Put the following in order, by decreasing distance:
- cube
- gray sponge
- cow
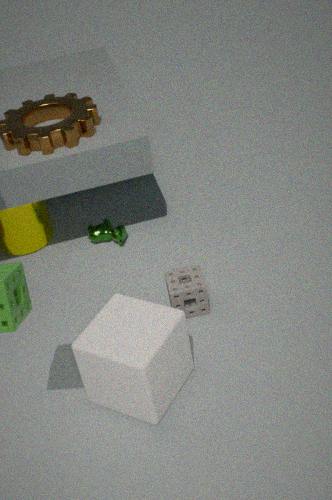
cow
gray sponge
cube
